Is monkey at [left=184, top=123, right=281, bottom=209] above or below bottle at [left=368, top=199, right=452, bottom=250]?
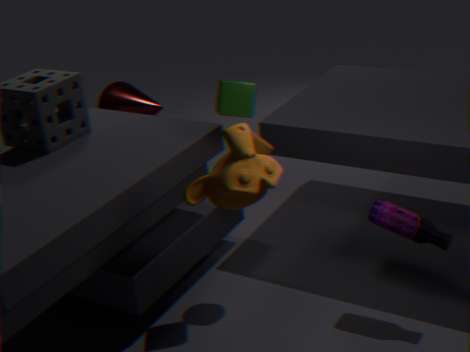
above
